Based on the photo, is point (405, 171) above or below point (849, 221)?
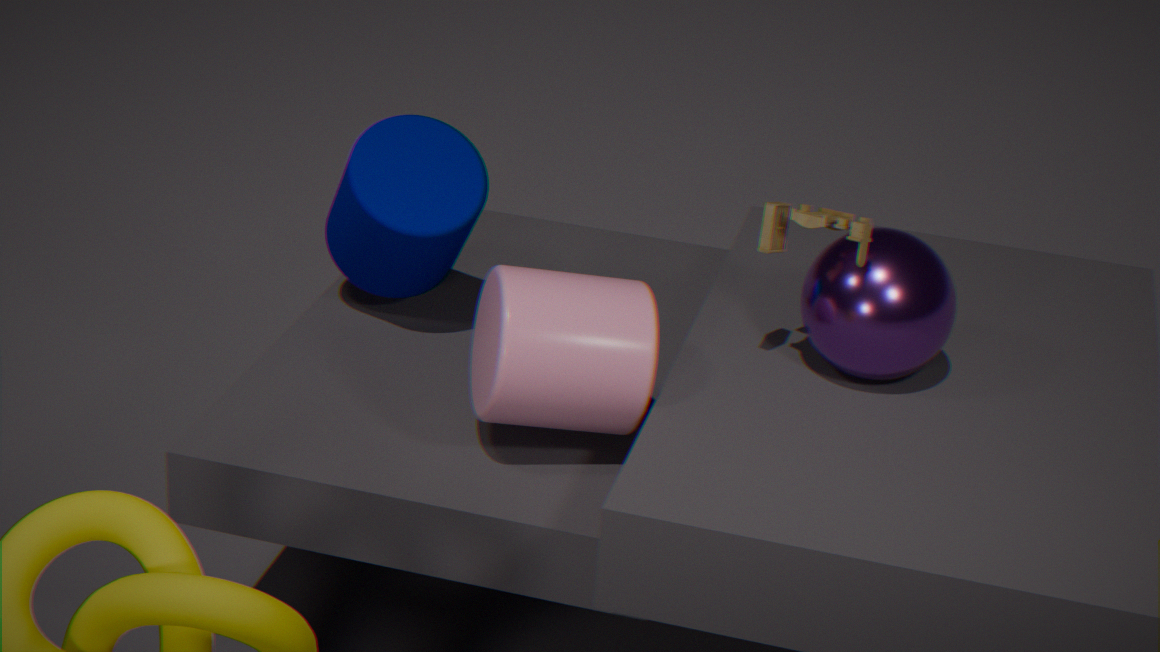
below
